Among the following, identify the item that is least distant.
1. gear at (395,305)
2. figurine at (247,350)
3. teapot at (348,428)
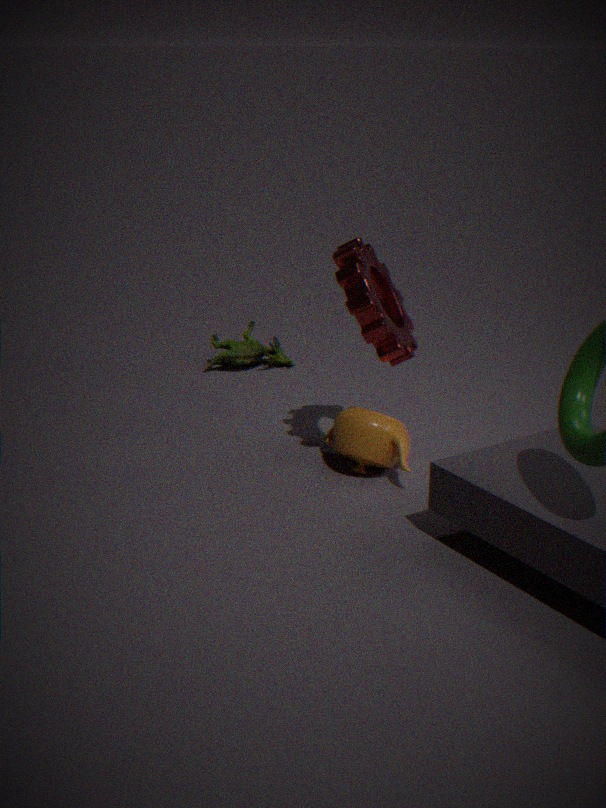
gear at (395,305)
